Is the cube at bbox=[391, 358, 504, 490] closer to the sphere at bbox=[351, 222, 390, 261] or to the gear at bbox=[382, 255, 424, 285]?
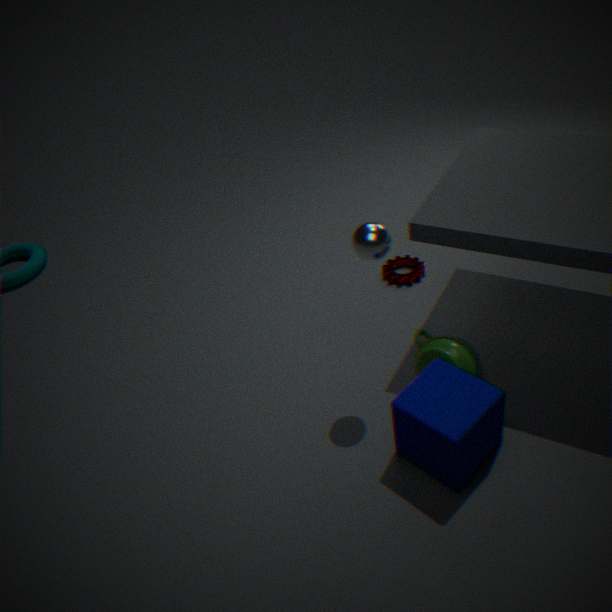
the sphere at bbox=[351, 222, 390, 261]
